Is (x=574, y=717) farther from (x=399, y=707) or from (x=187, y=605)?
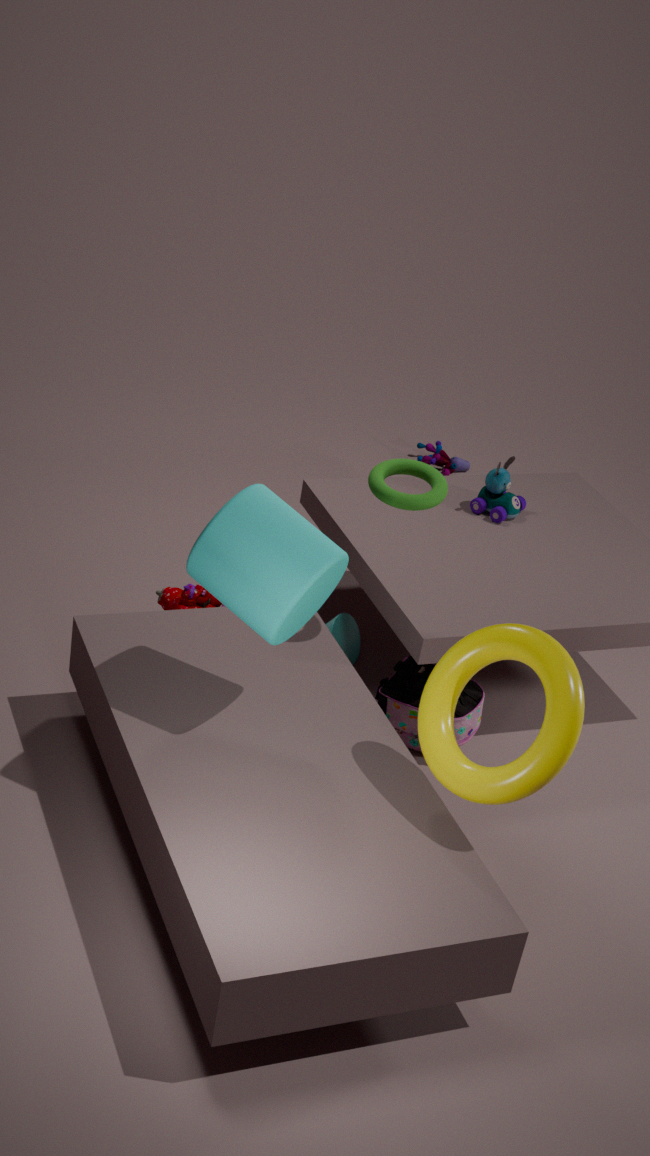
(x=187, y=605)
